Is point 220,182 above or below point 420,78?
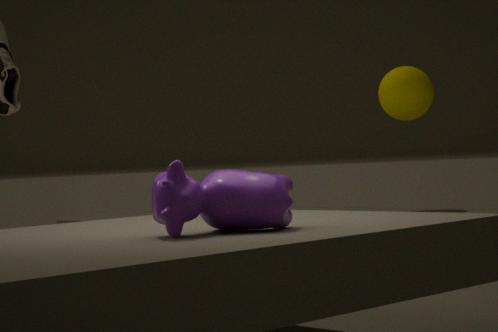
below
